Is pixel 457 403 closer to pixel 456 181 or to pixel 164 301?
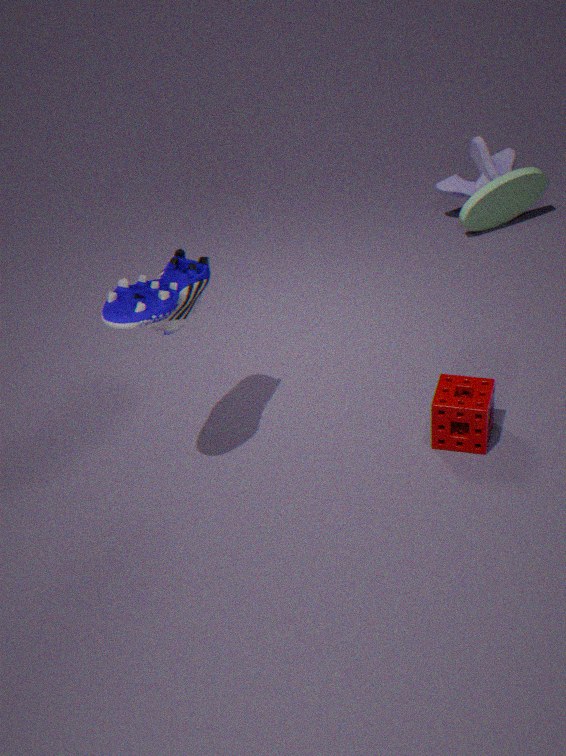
pixel 164 301
